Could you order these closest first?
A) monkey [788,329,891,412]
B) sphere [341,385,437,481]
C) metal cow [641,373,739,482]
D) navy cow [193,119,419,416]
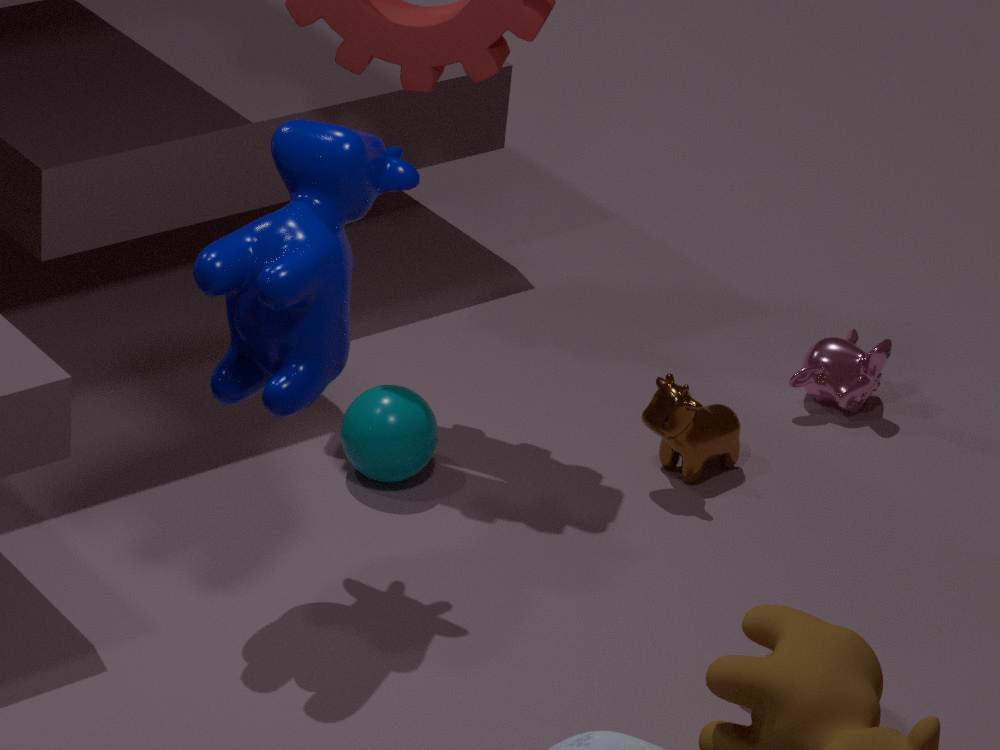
navy cow [193,119,419,416], sphere [341,385,437,481], metal cow [641,373,739,482], monkey [788,329,891,412]
